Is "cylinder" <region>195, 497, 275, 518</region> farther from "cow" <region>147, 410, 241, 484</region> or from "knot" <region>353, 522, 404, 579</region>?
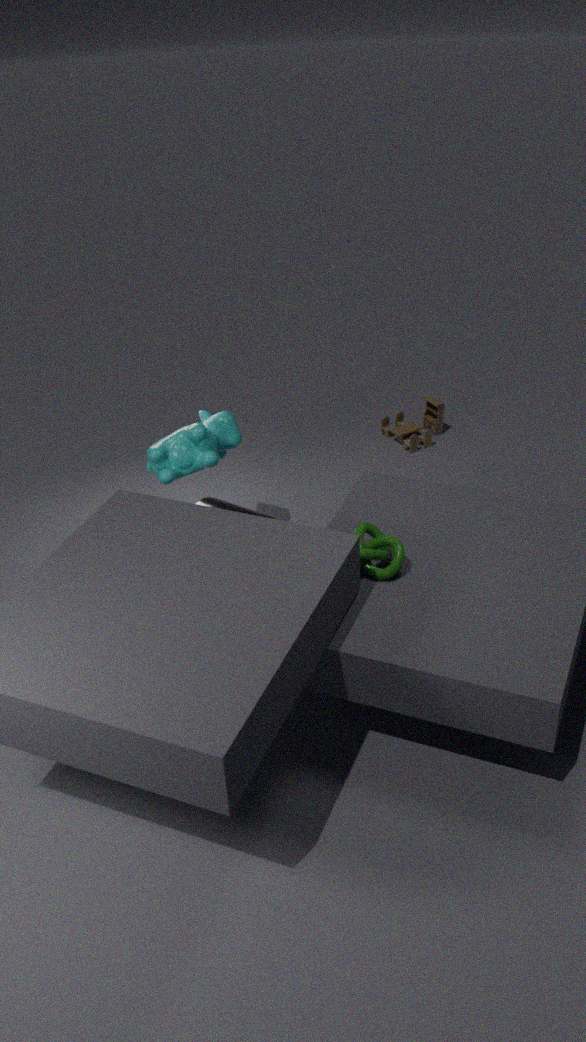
"knot" <region>353, 522, 404, 579</region>
